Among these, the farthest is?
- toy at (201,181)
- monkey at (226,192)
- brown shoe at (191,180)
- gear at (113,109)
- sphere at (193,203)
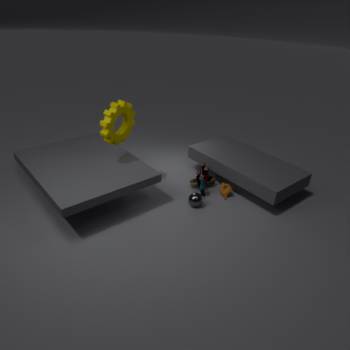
brown shoe at (191,180)
